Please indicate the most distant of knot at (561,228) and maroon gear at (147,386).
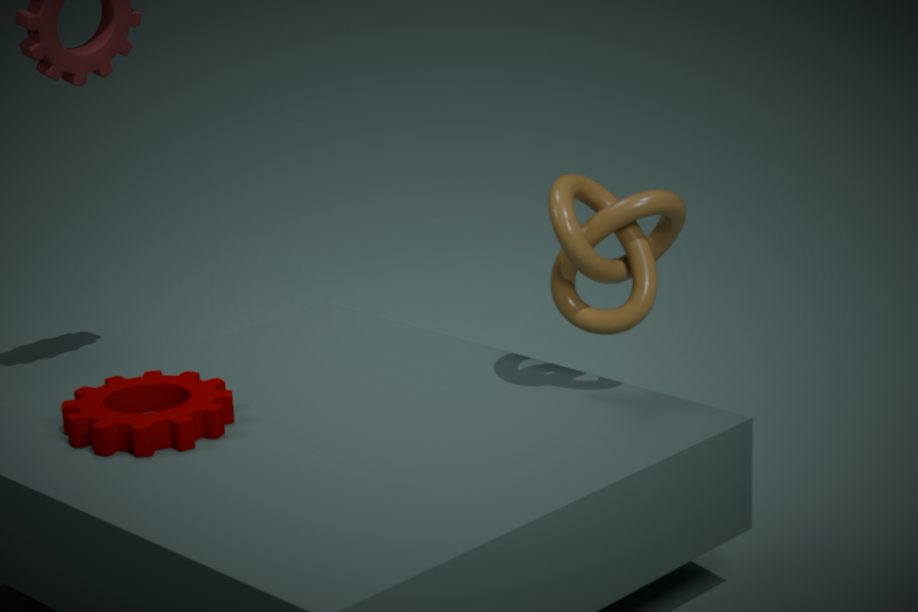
knot at (561,228)
